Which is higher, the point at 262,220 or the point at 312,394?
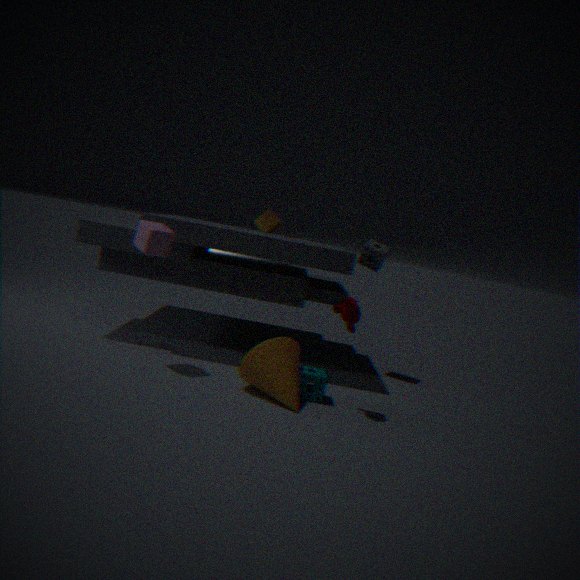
the point at 262,220
